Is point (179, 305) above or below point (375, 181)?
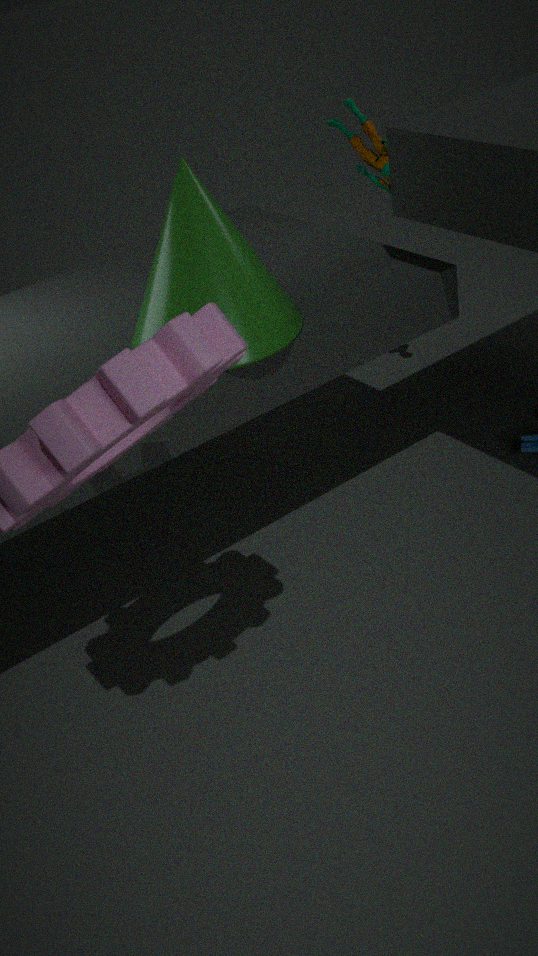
below
